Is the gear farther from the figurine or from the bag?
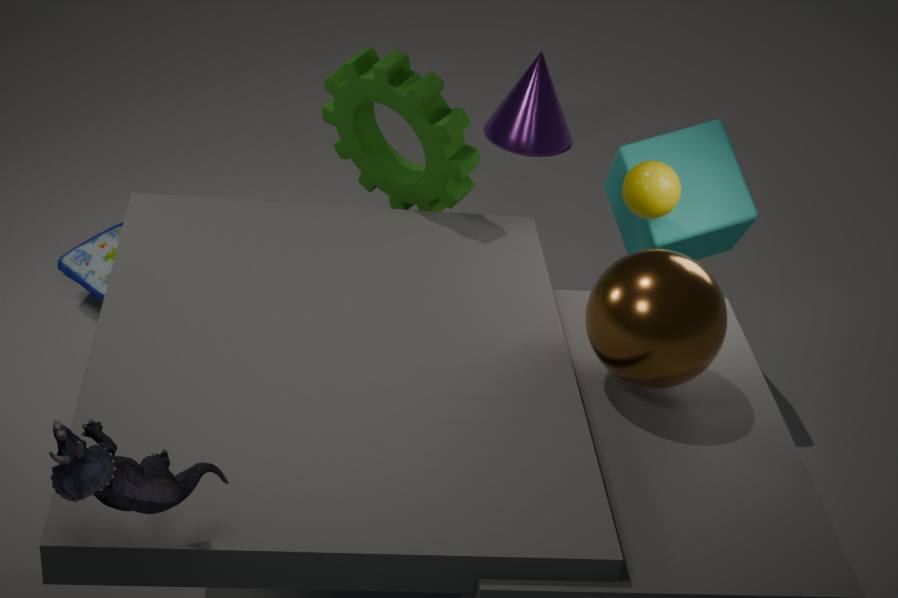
the figurine
